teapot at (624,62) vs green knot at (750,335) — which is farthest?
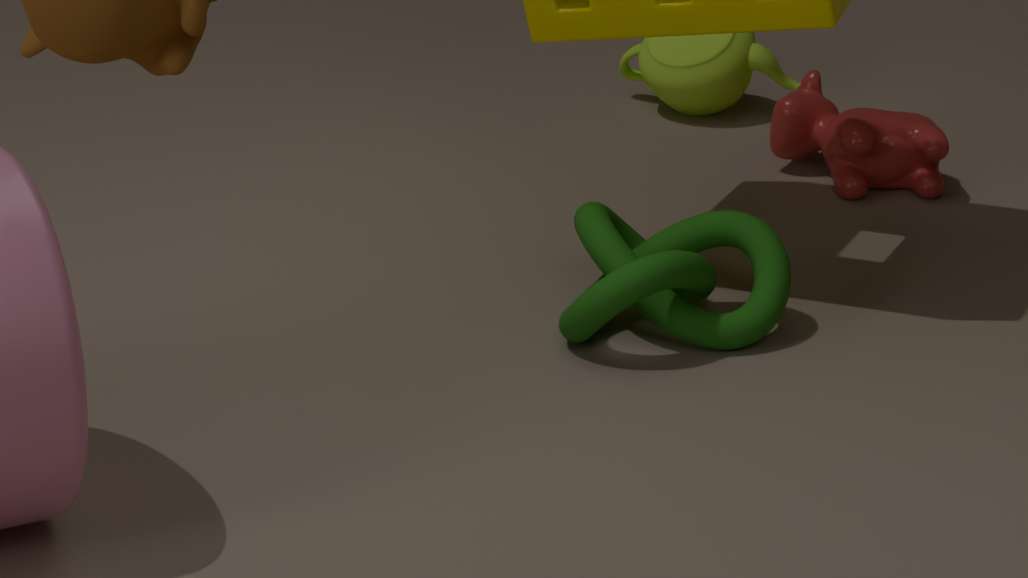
teapot at (624,62)
